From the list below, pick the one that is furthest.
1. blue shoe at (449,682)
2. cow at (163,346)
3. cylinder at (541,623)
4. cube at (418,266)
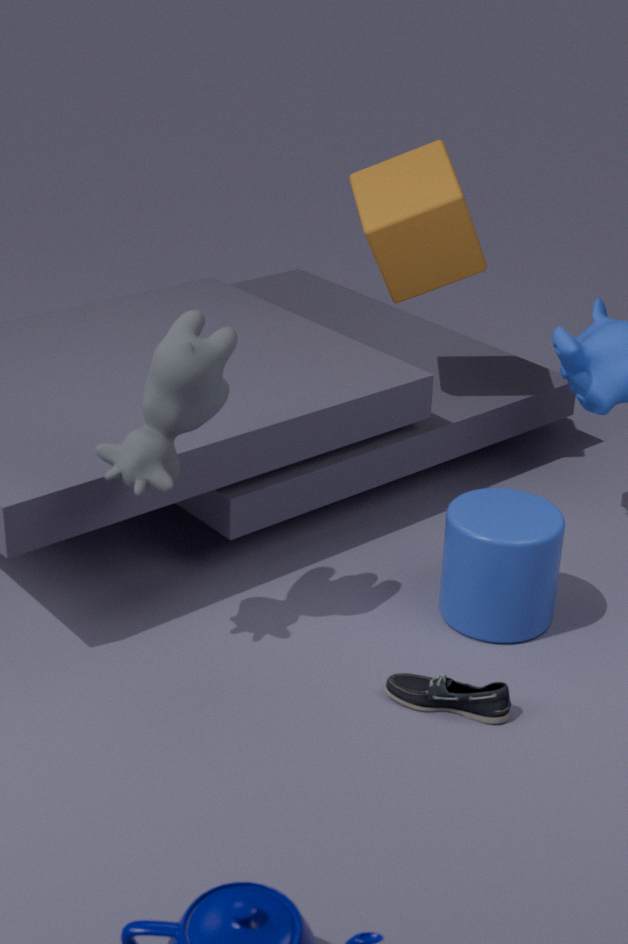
cube at (418,266)
